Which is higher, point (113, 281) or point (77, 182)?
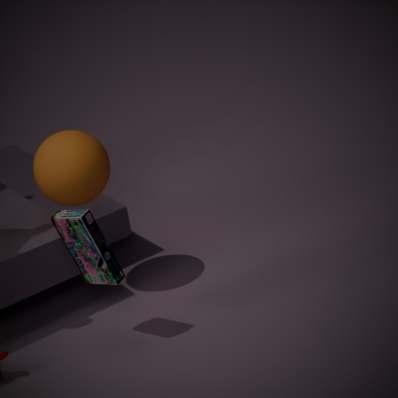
point (77, 182)
